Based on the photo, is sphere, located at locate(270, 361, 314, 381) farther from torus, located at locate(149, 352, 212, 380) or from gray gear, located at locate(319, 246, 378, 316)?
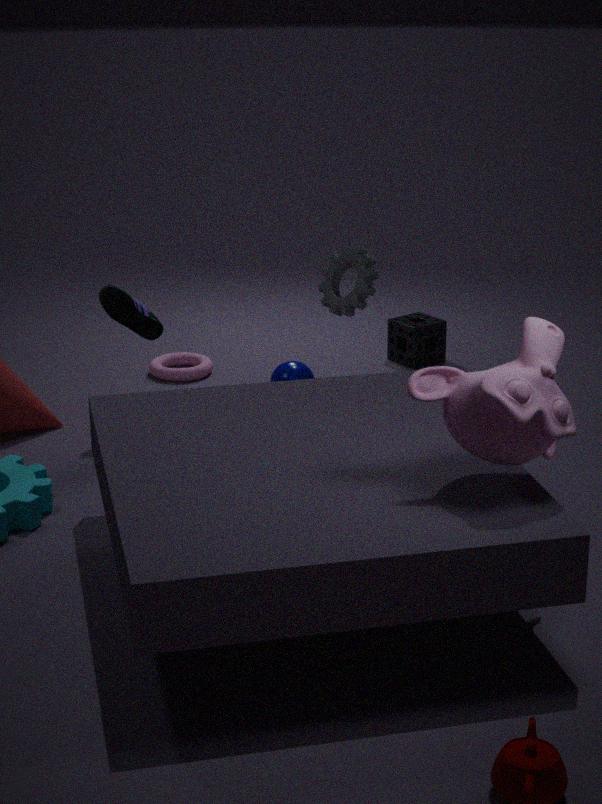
torus, located at locate(149, 352, 212, 380)
